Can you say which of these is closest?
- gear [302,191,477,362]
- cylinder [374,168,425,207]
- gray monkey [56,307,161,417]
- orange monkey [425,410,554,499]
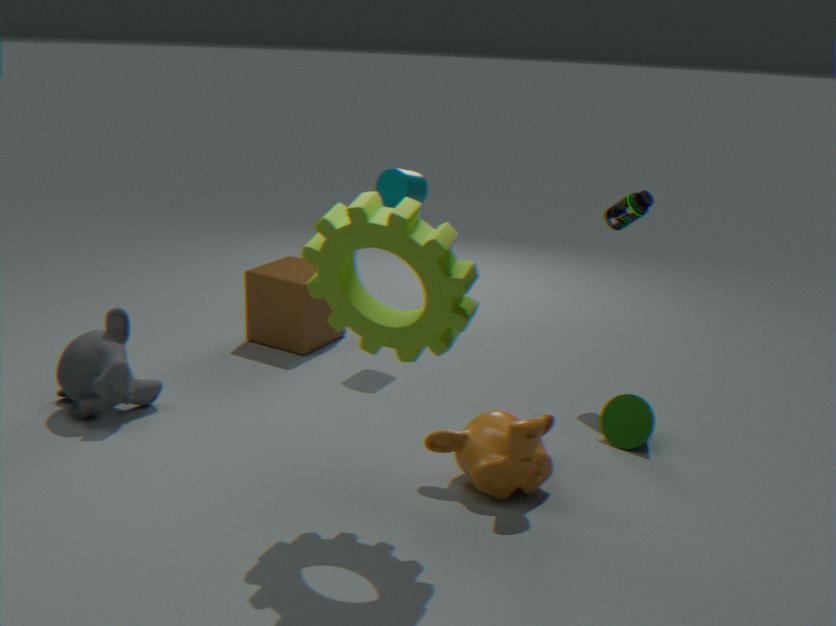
gear [302,191,477,362]
